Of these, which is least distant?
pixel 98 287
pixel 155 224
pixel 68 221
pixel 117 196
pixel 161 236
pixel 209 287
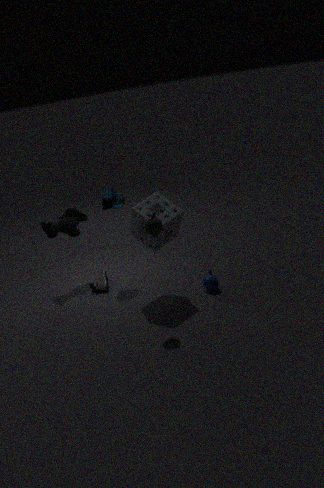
pixel 155 224
